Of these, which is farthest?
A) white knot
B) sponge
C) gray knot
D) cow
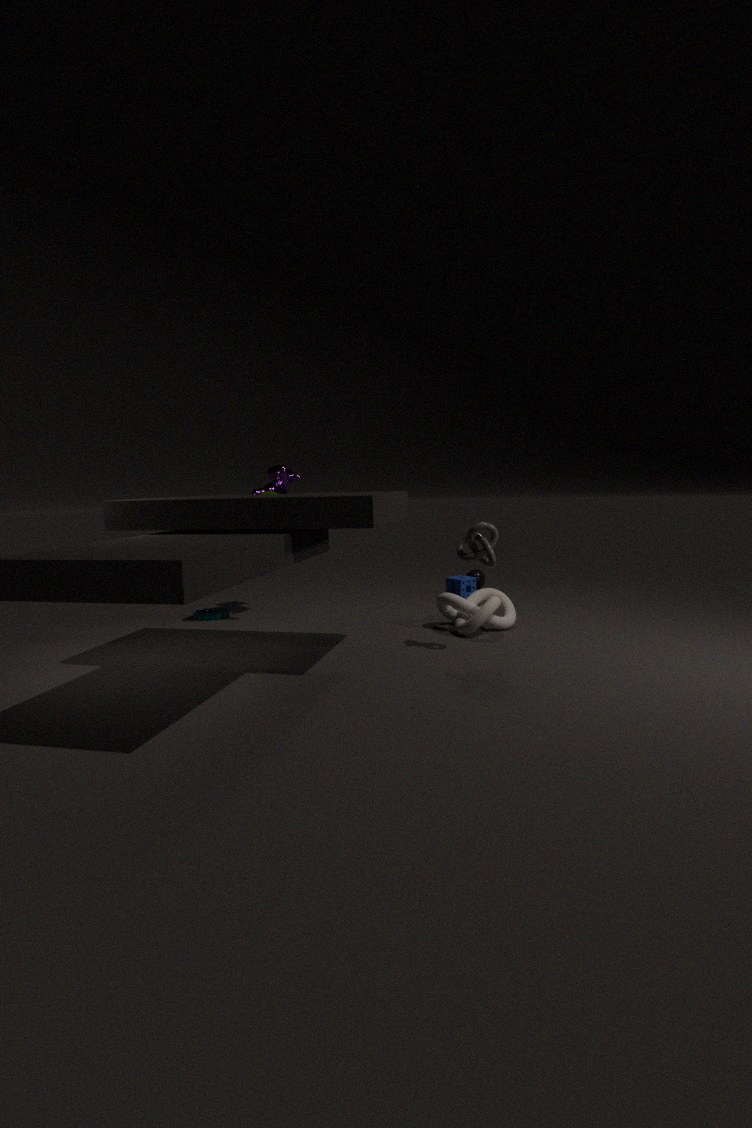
B. sponge
